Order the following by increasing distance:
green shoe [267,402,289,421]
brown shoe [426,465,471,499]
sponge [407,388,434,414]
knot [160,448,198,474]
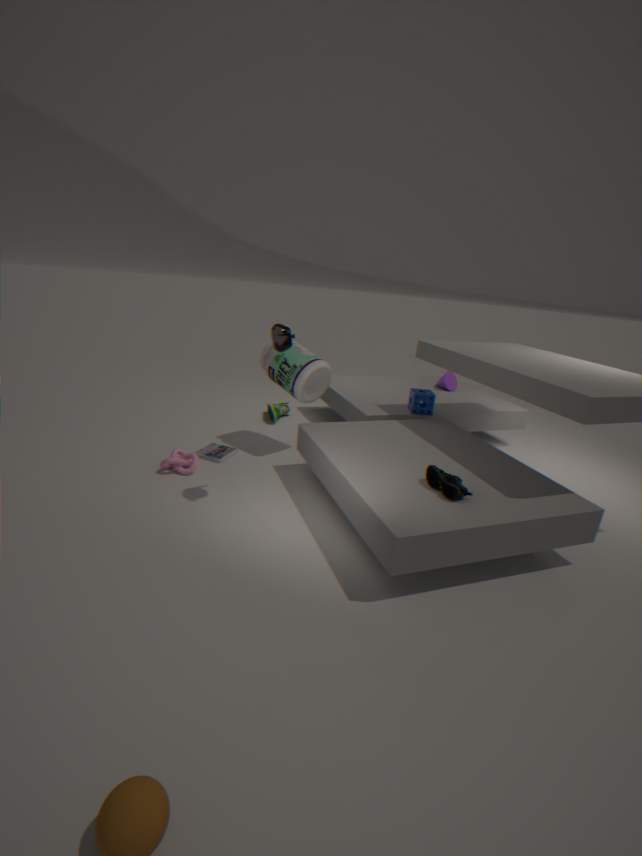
brown shoe [426,465,471,499], knot [160,448,198,474], sponge [407,388,434,414], green shoe [267,402,289,421]
